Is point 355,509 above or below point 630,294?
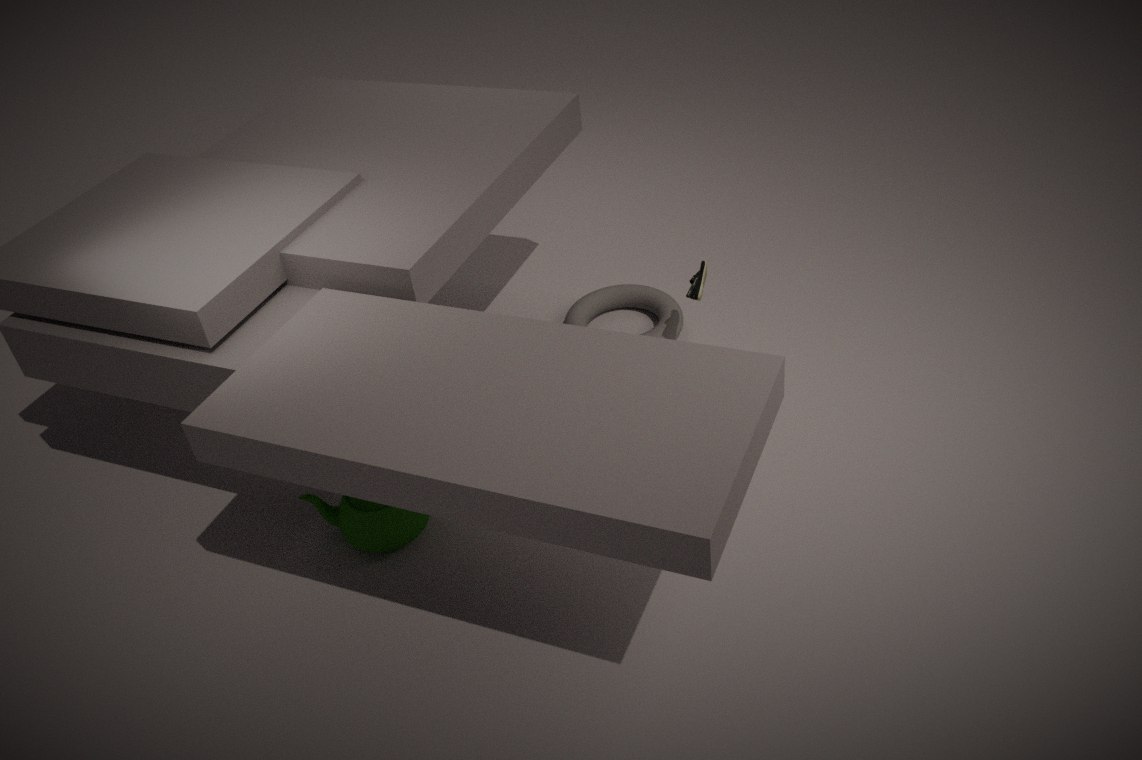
above
